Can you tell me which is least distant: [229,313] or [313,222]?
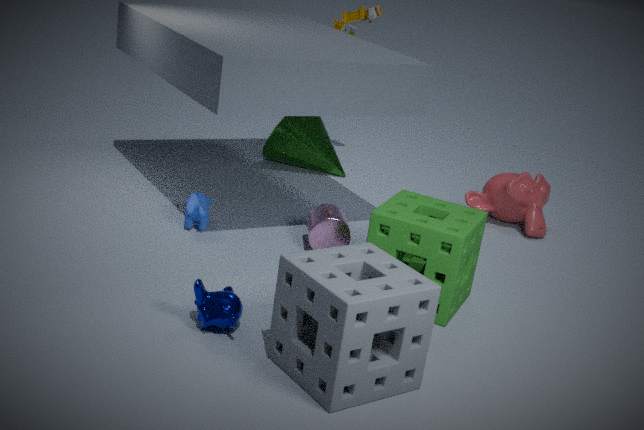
[229,313]
